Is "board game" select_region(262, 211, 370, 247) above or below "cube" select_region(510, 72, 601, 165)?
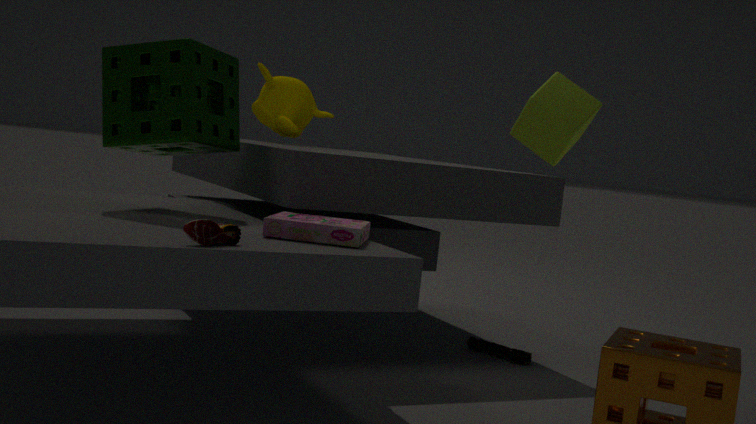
below
